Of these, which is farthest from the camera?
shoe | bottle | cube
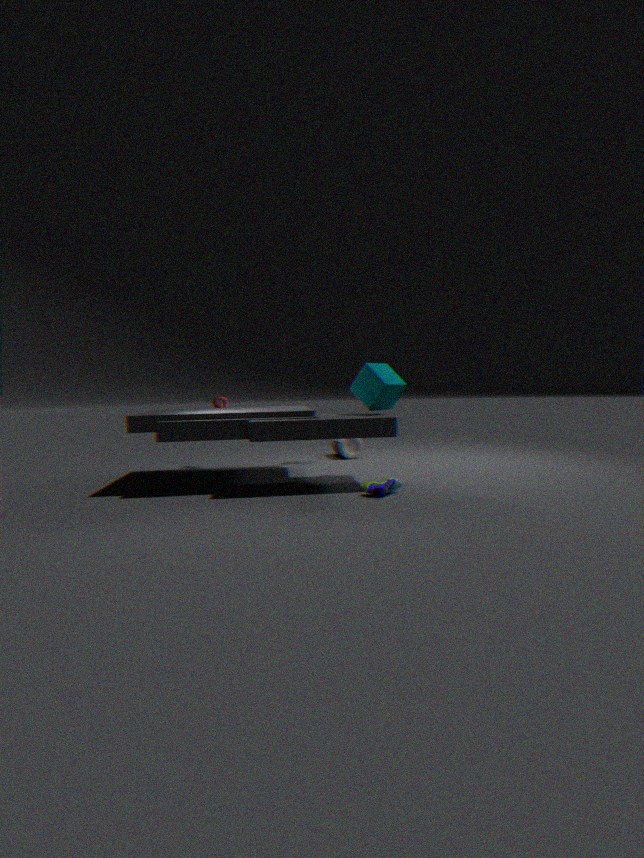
bottle
